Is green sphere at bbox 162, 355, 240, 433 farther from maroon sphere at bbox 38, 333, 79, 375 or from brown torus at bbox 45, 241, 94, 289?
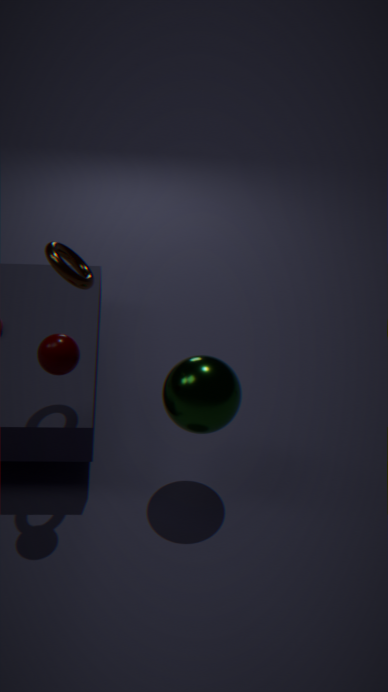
brown torus at bbox 45, 241, 94, 289
